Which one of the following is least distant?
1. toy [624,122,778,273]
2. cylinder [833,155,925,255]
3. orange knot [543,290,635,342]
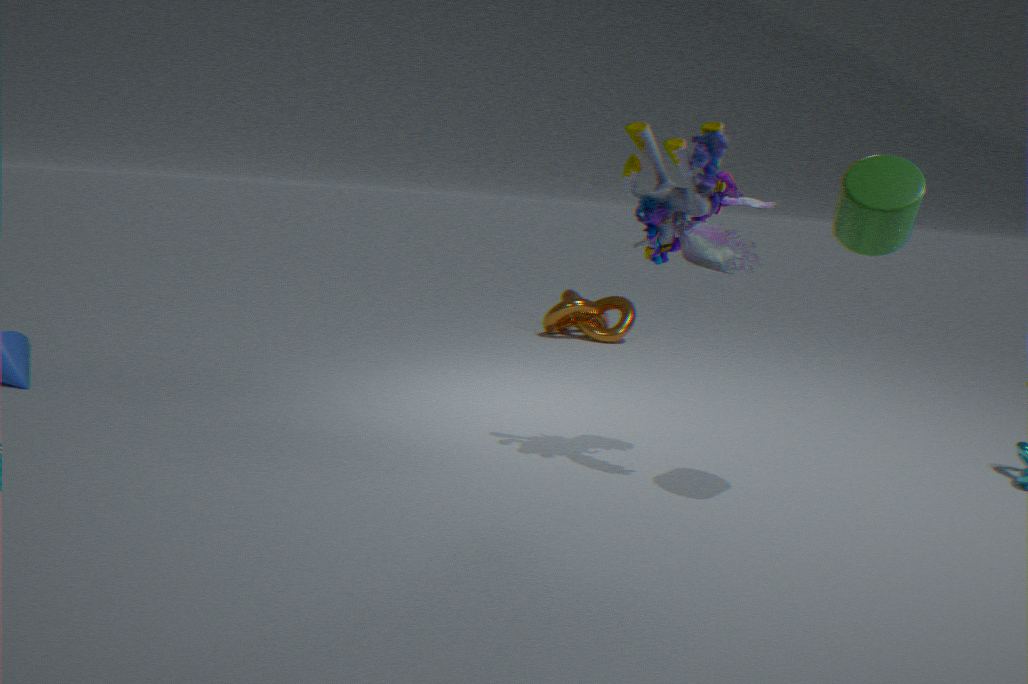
cylinder [833,155,925,255]
